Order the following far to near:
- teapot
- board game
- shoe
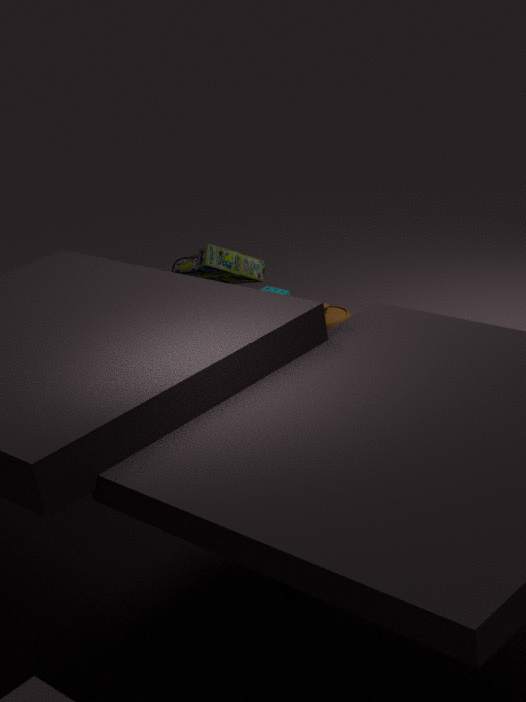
teapot < board game < shoe
